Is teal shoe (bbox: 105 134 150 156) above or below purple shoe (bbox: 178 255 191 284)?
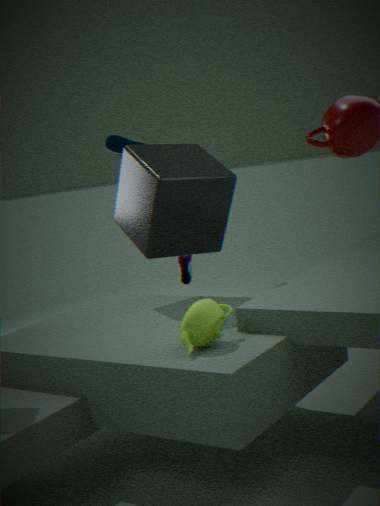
above
